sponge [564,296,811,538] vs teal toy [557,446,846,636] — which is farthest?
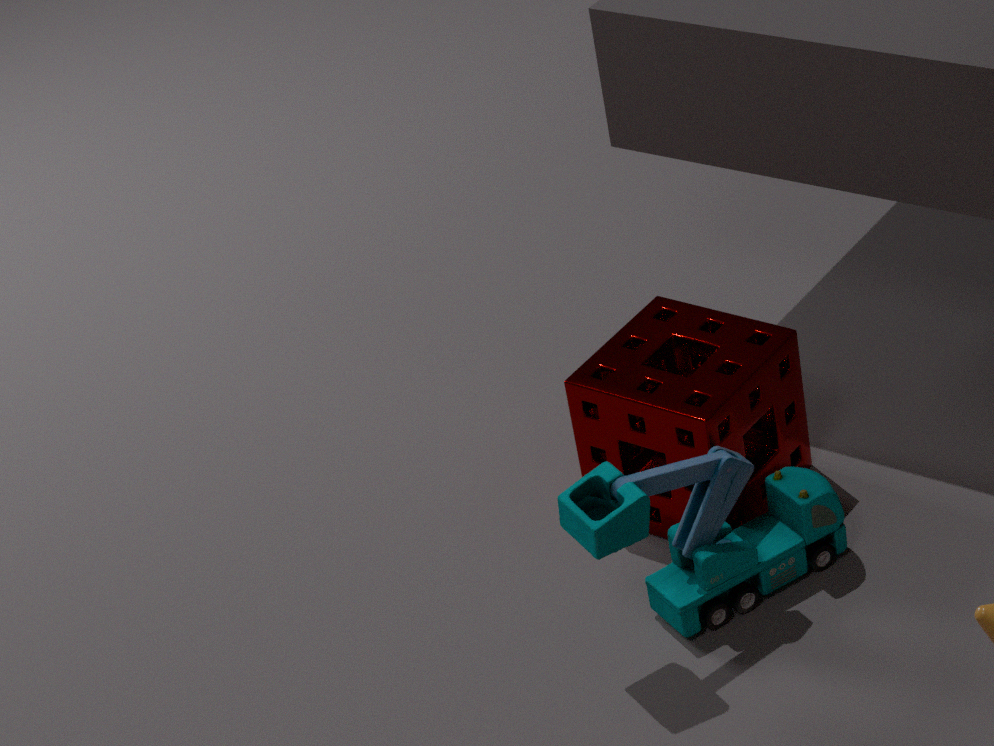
sponge [564,296,811,538]
